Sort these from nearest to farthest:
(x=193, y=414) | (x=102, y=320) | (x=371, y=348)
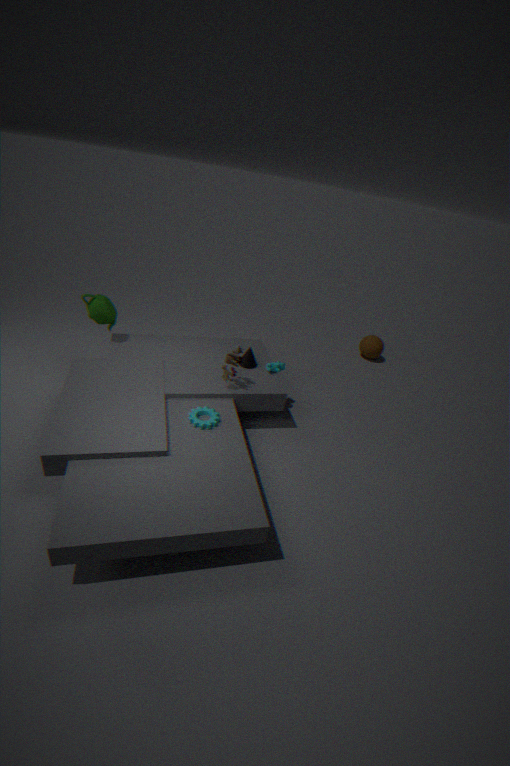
(x=193, y=414)
(x=102, y=320)
(x=371, y=348)
